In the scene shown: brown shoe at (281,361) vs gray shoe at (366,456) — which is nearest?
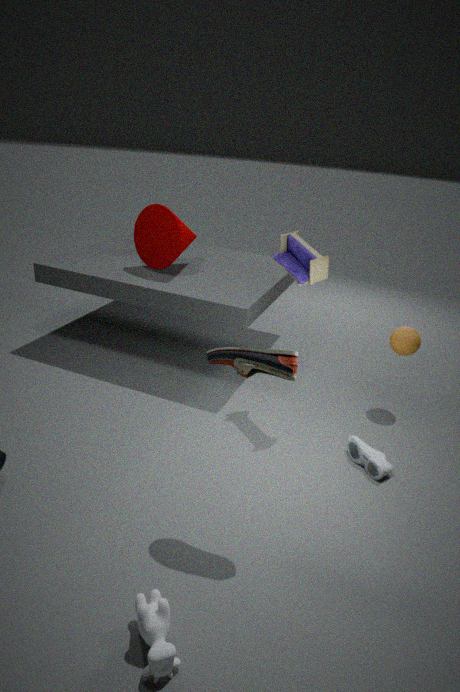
brown shoe at (281,361)
